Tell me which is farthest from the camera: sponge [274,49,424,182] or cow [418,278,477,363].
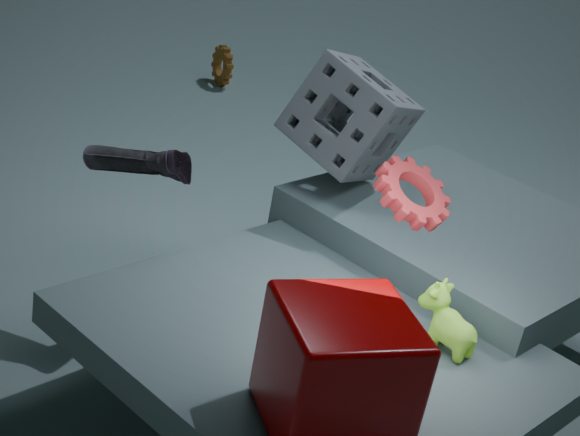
sponge [274,49,424,182]
